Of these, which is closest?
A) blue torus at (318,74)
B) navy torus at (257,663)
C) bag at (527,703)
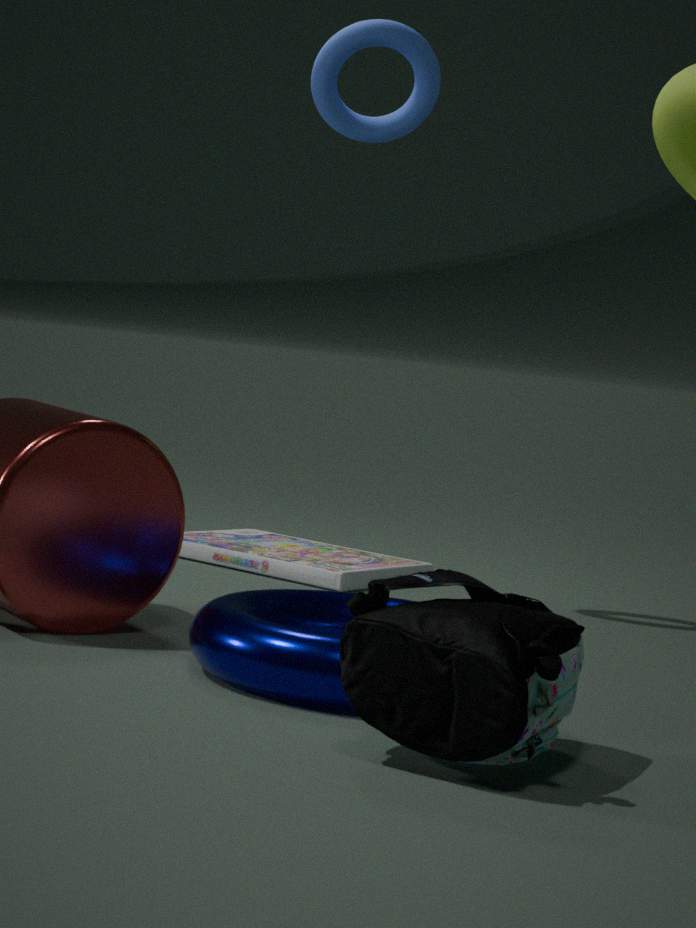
bag at (527,703)
